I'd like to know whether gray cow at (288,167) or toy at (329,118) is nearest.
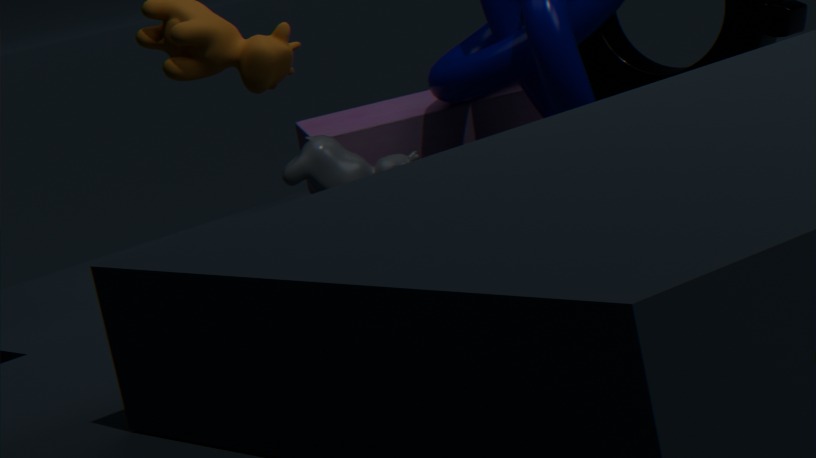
gray cow at (288,167)
